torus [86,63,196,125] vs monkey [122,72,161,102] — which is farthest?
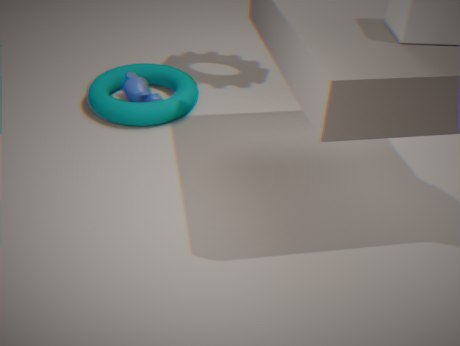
monkey [122,72,161,102]
